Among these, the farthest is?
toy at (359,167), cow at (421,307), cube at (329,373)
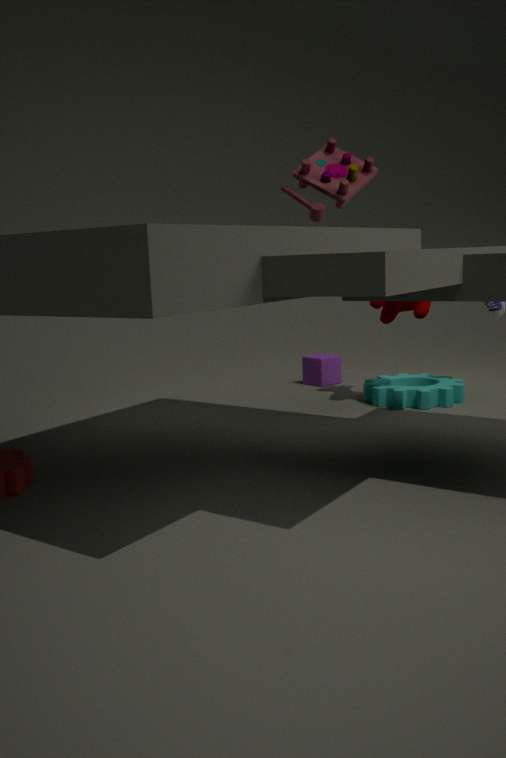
cube at (329,373)
